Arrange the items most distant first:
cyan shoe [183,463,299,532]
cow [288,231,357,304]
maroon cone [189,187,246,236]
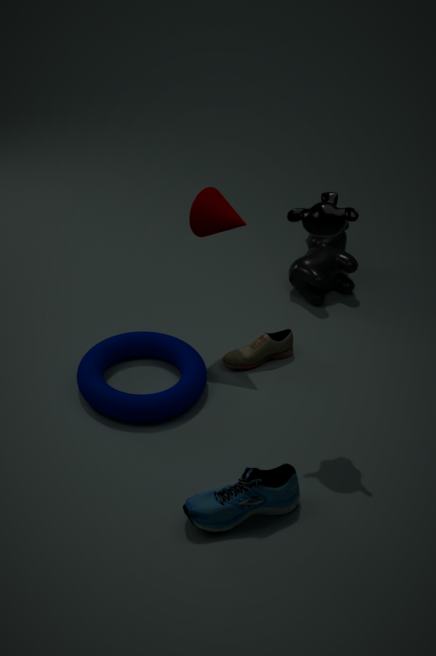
cow [288,231,357,304] < maroon cone [189,187,246,236] < cyan shoe [183,463,299,532]
